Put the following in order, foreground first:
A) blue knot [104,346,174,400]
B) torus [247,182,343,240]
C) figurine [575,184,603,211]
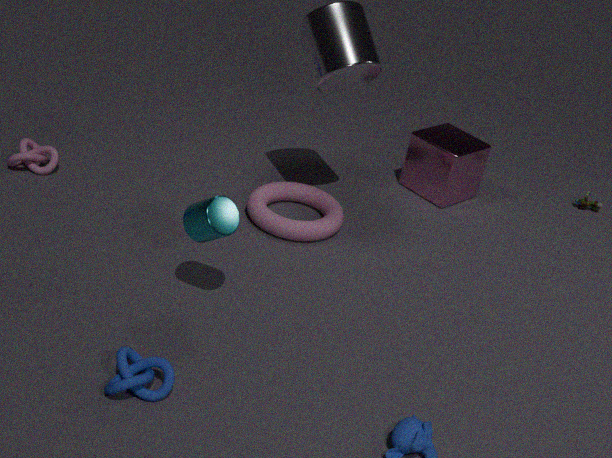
blue knot [104,346,174,400]
torus [247,182,343,240]
figurine [575,184,603,211]
